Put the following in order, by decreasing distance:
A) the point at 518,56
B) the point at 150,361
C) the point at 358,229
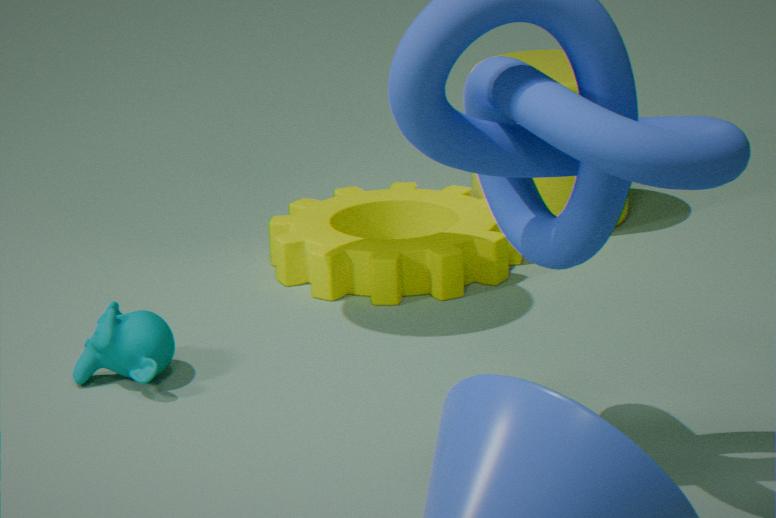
the point at 518,56 → the point at 358,229 → the point at 150,361
